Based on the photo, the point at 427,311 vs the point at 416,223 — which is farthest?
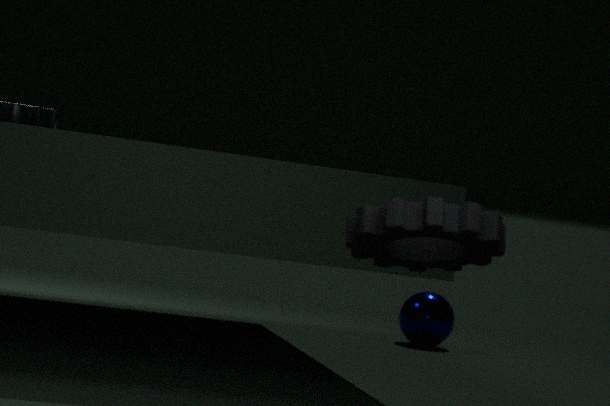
the point at 427,311
